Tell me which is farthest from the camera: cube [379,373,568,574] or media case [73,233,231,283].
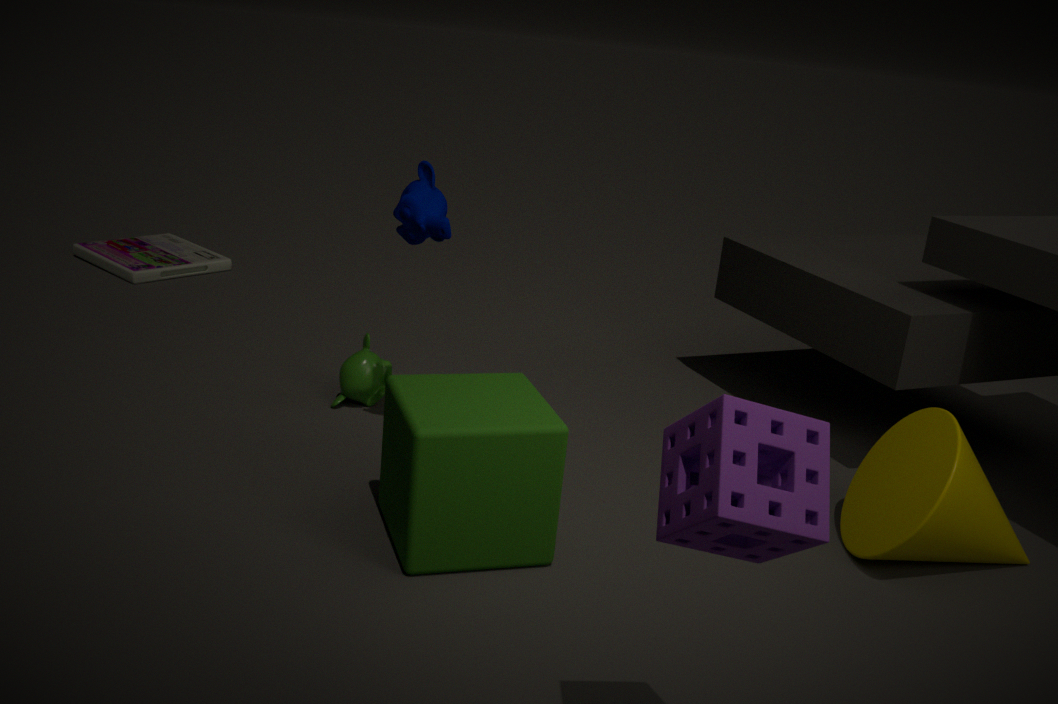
media case [73,233,231,283]
